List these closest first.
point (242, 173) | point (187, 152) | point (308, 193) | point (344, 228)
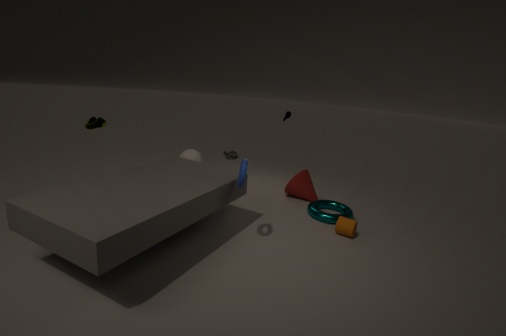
point (242, 173)
point (344, 228)
point (308, 193)
point (187, 152)
